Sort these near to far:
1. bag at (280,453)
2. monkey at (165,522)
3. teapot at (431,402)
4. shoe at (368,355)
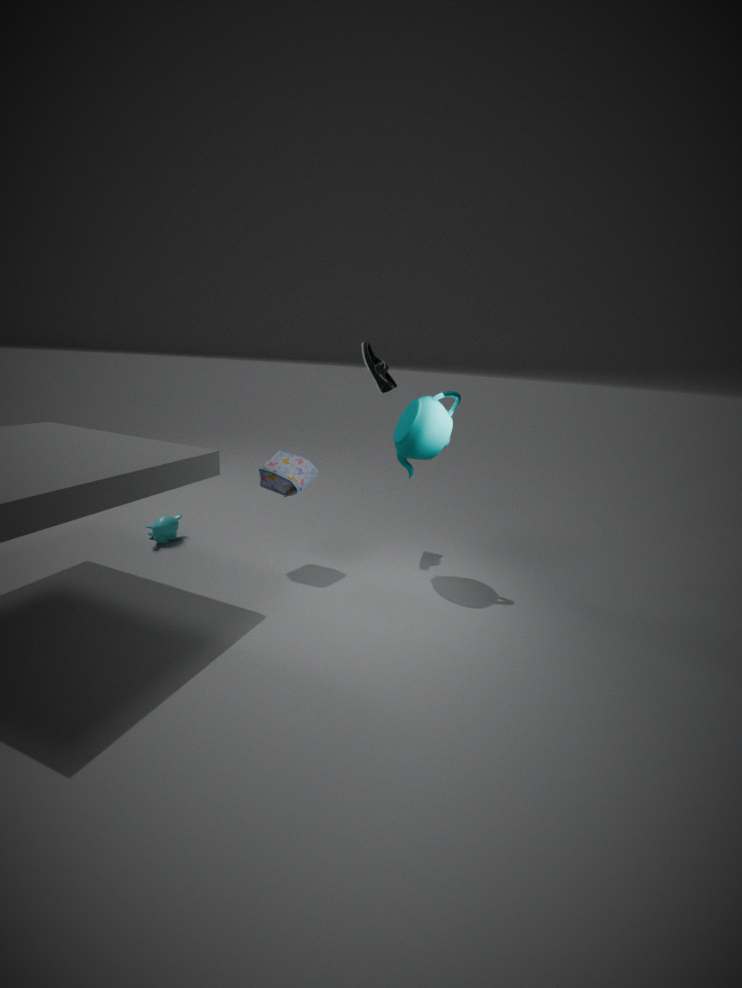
1. teapot at (431,402)
2. bag at (280,453)
3. shoe at (368,355)
4. monkey at (165,522)
